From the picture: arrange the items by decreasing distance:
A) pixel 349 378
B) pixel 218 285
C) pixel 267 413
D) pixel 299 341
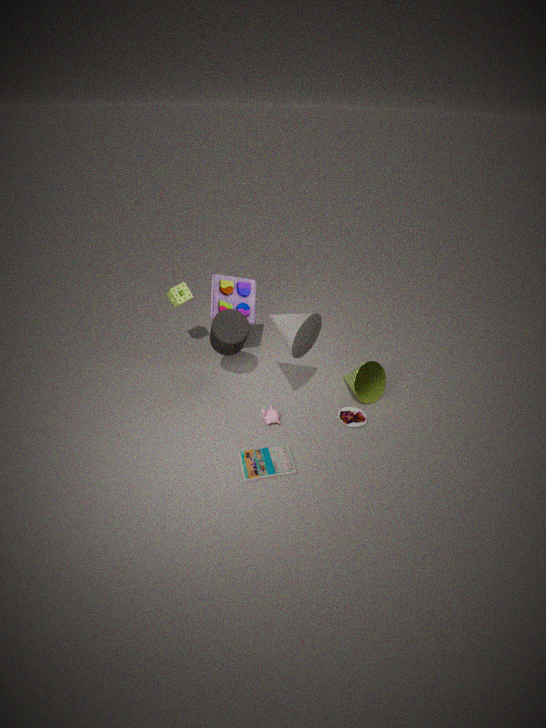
pixel 218 285
pixel 349 378
pixel 267 413
pixel 299 341
